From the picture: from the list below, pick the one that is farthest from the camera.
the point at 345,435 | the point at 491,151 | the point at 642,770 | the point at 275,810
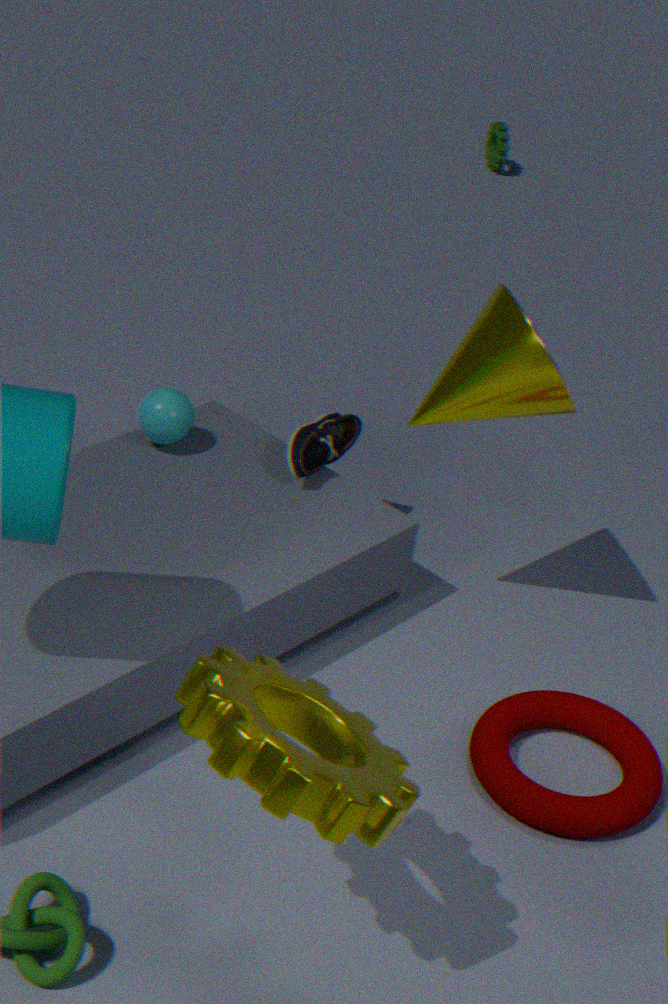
the point at 491,151
